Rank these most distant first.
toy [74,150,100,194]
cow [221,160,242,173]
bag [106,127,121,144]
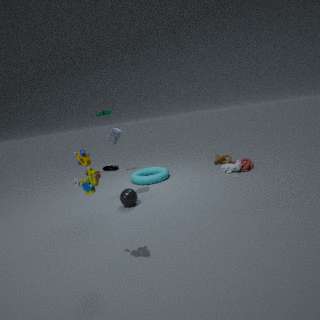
cow [221,160,242,173] < bag [106,127,121,144] < toy [74,150,100,194]
